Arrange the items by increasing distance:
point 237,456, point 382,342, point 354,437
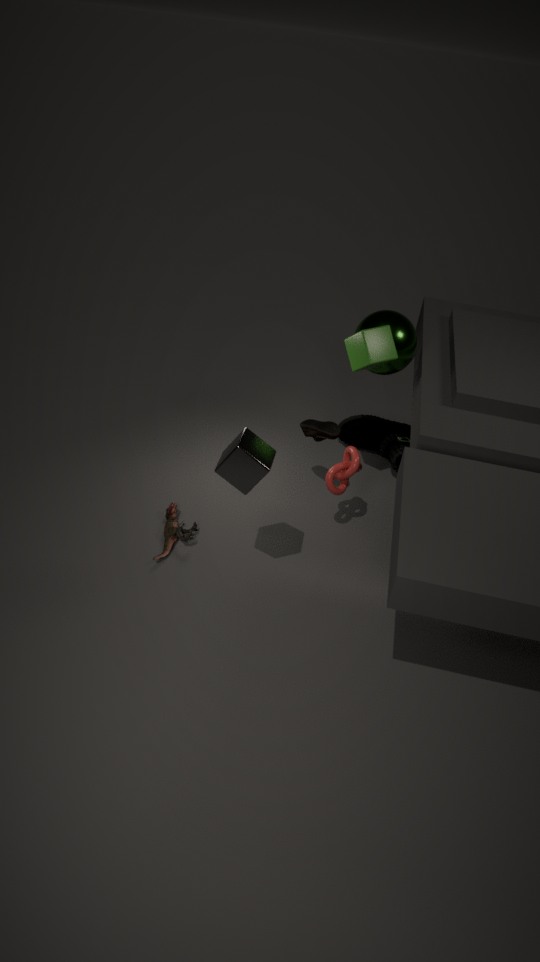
point 237,456
point 382,342
point 354,437
